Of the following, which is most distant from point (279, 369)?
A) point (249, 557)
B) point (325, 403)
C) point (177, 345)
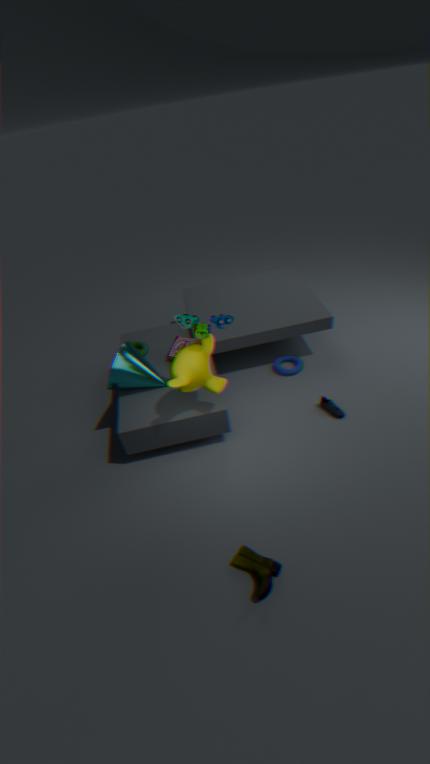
point (249, 557)
